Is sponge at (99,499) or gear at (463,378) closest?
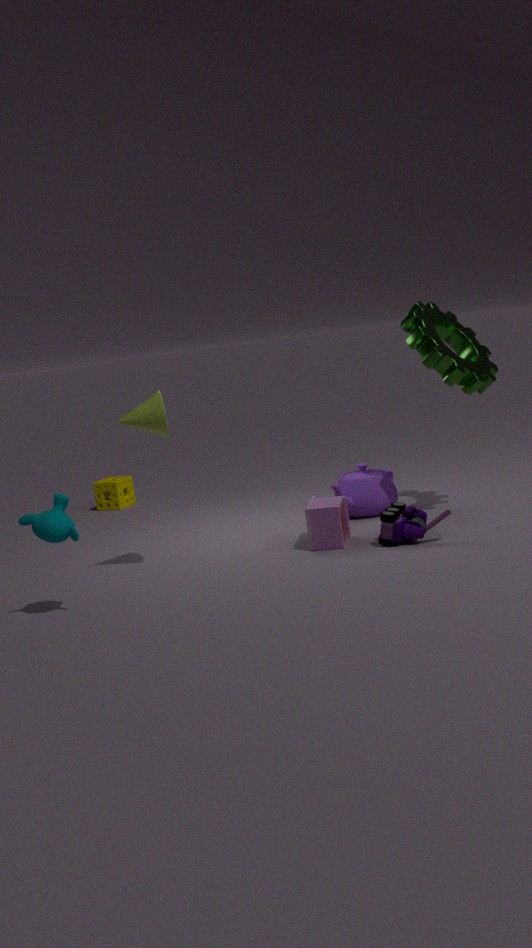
gear at (463,378)
